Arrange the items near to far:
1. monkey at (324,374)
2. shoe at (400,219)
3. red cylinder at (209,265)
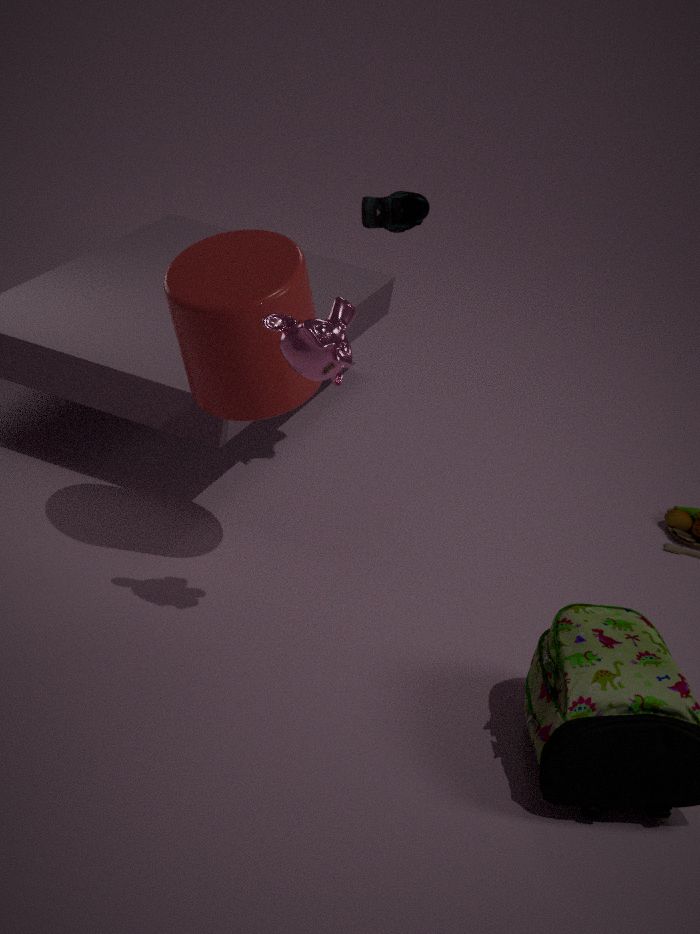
monkey at (324,374) < red cylinder at (209,265) < shoe at (400,219)
